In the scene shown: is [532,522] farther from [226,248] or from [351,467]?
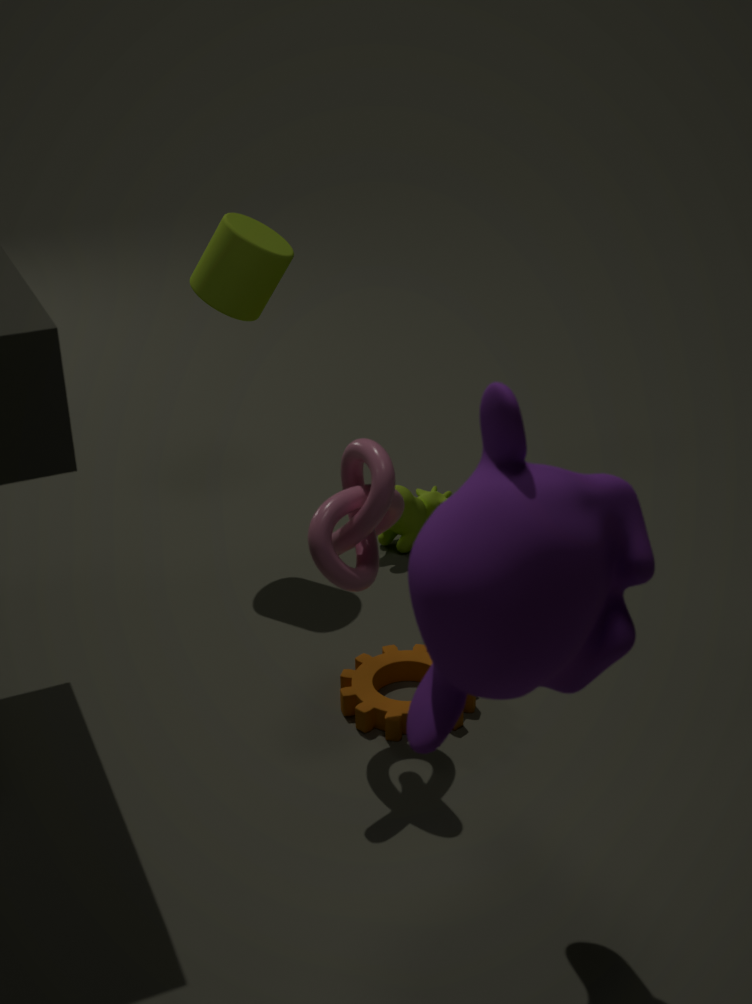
[226,248]
